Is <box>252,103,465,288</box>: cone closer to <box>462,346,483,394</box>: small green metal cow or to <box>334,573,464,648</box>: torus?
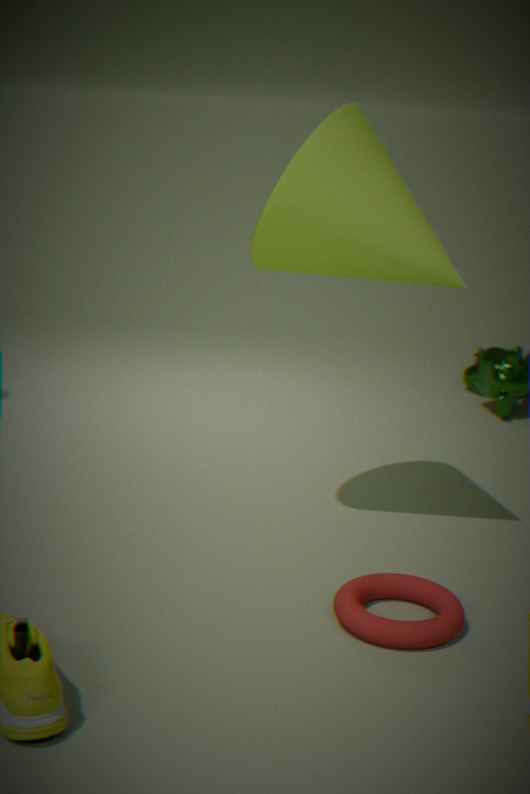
<box>334,573,464,648</box>: torus
